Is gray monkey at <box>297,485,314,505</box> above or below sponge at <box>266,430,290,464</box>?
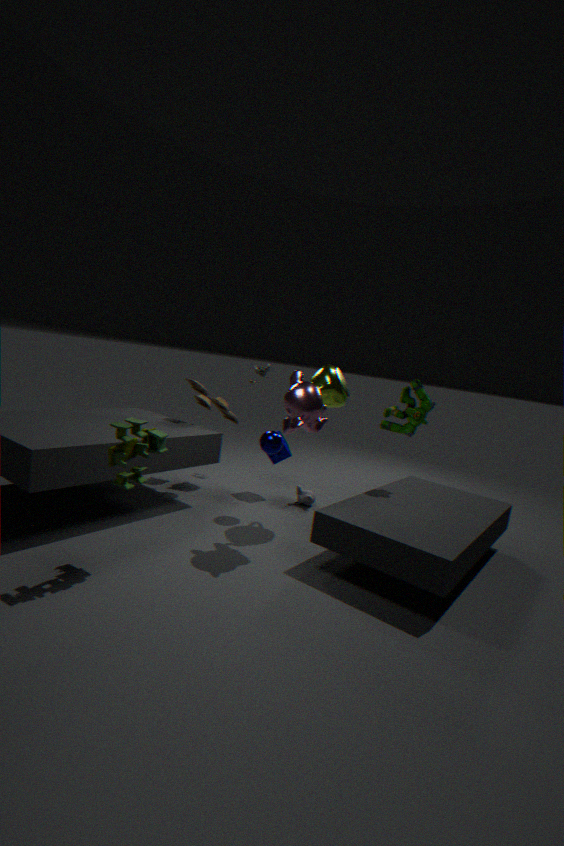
below
